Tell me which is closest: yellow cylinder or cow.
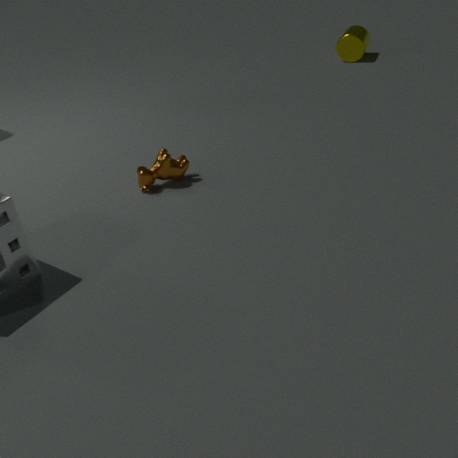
cow
